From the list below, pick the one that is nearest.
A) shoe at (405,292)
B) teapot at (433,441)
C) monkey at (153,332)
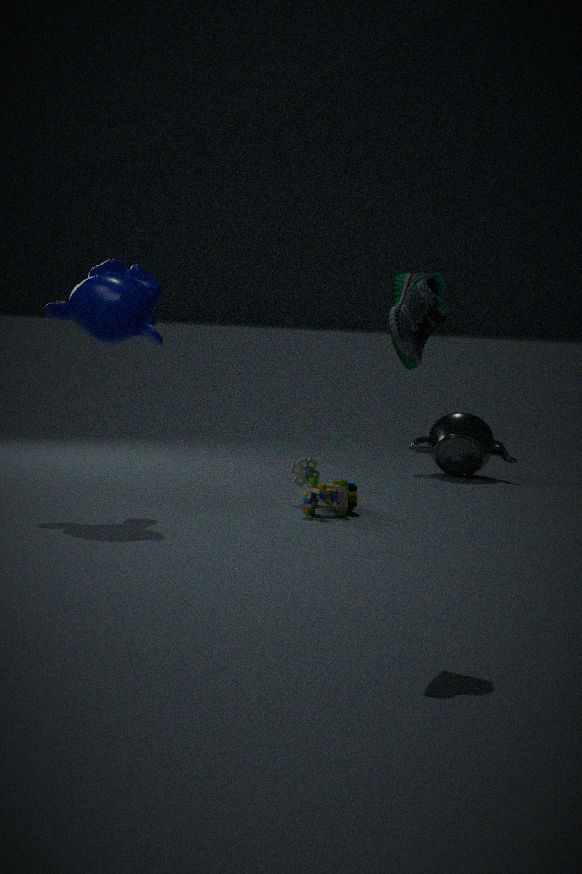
shoe at (405,292)
